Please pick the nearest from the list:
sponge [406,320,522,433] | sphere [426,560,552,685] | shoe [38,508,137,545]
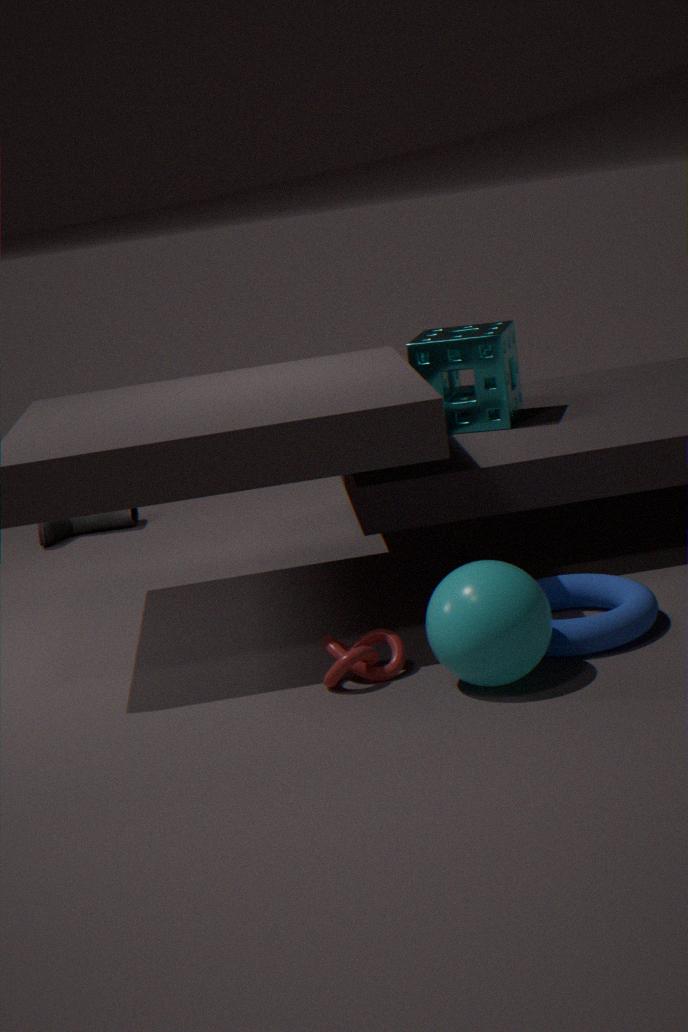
sphere [426,560,552,685]
